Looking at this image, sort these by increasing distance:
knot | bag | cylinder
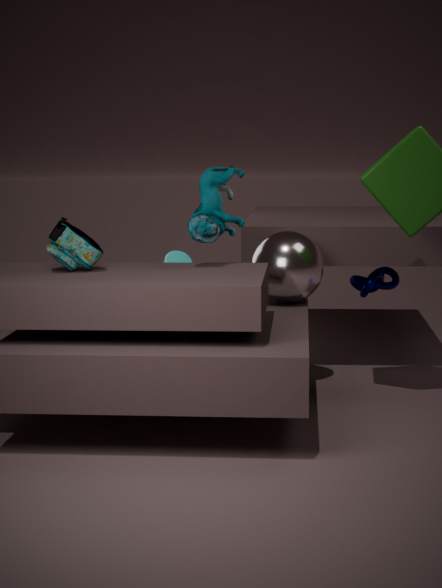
bag → knot → cylinder
